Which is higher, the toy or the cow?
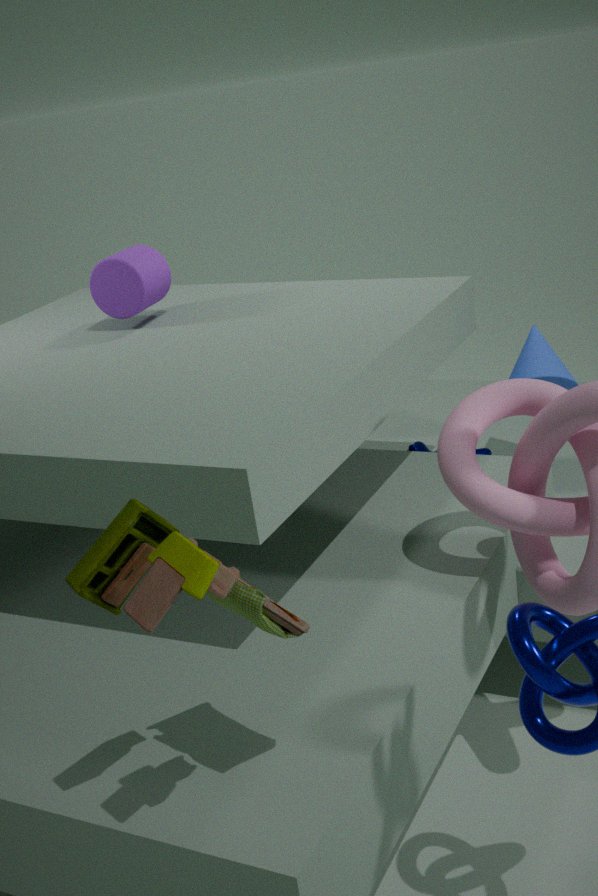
the toy
